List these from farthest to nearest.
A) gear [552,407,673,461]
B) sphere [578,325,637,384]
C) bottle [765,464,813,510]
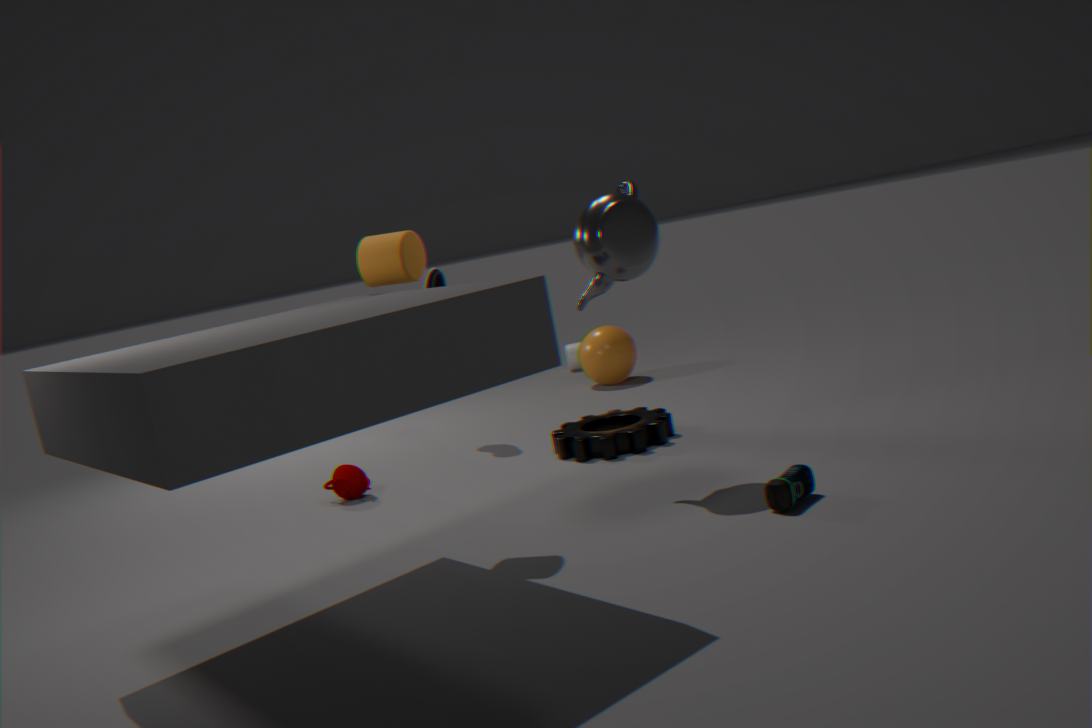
sphere [578,325,637,384], gear [552,407,673,461], bottle [765,464,813,510]
